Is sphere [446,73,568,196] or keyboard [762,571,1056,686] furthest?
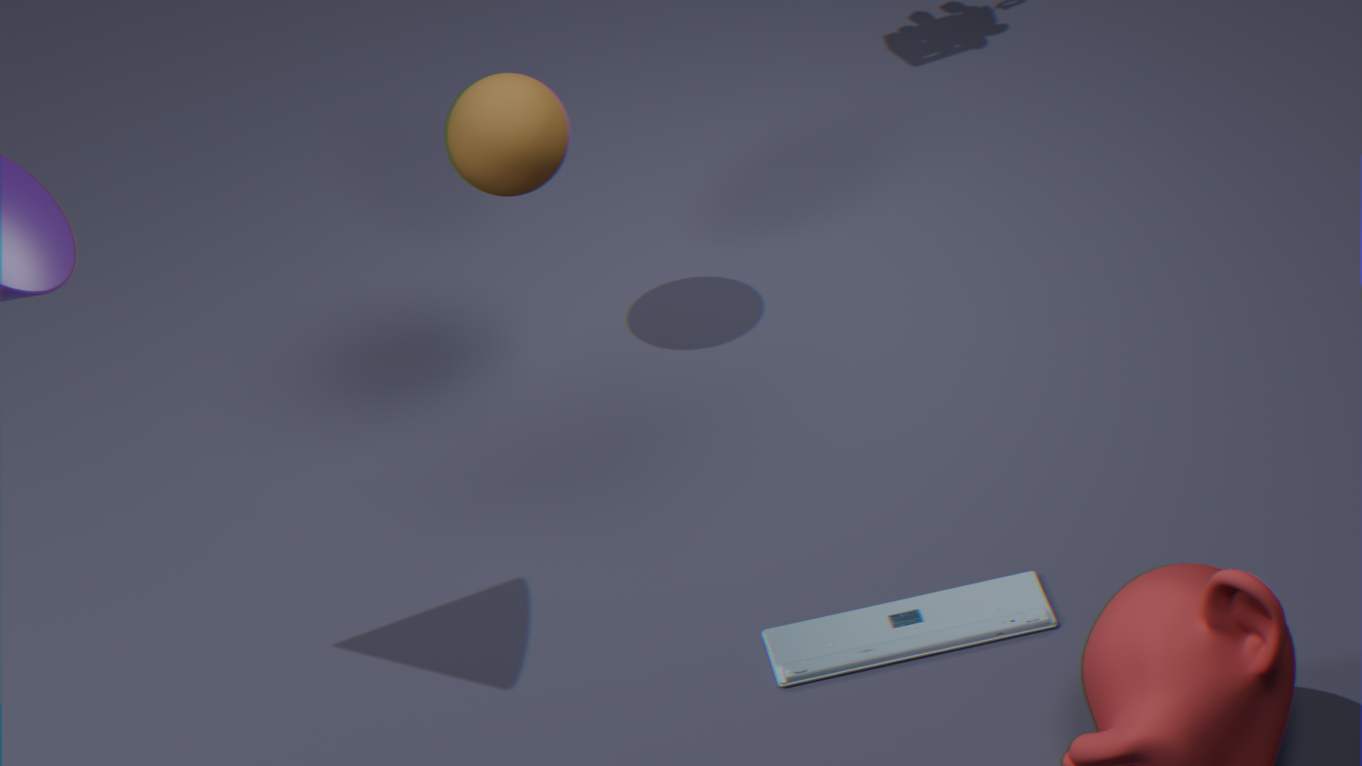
sphere [446,73,568,196]
